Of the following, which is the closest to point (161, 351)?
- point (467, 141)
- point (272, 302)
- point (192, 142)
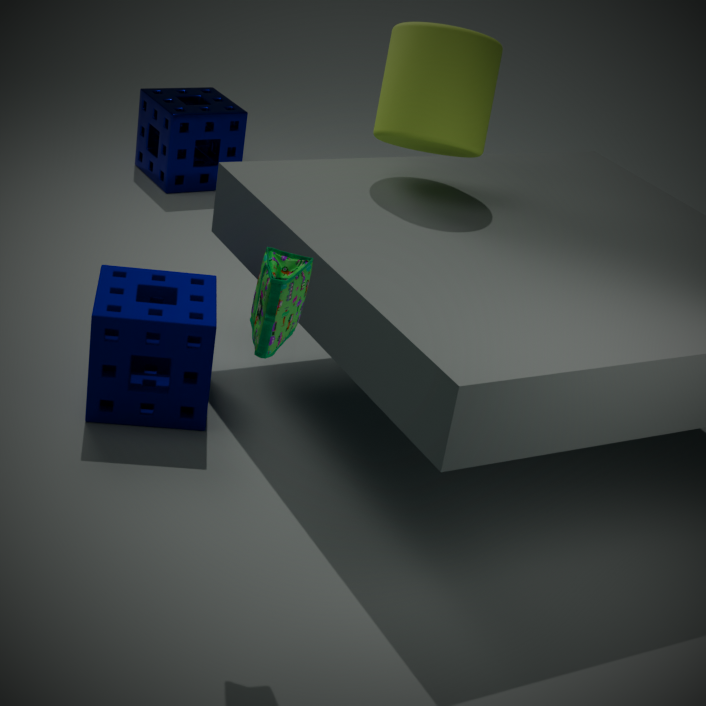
point (272, 302)
